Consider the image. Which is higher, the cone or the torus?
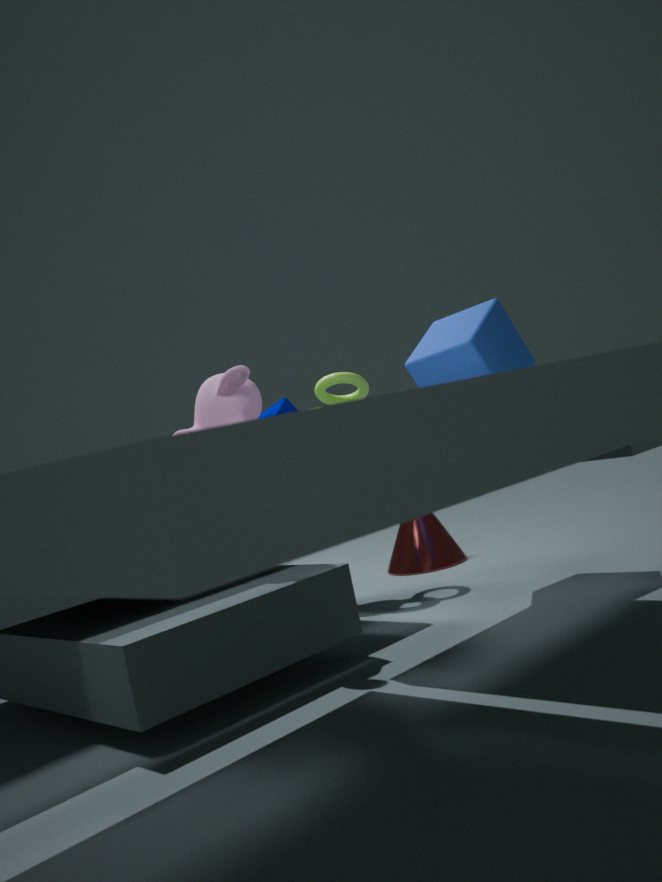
the torus
